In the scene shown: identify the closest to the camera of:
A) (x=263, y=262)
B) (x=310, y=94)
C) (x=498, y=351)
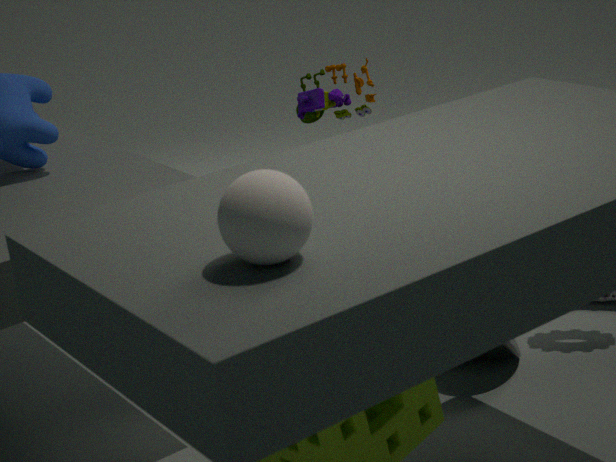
(x=263, y=262)
